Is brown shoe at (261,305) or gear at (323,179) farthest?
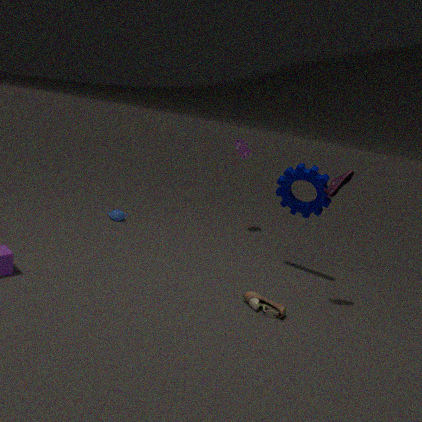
gear at (323,179)
